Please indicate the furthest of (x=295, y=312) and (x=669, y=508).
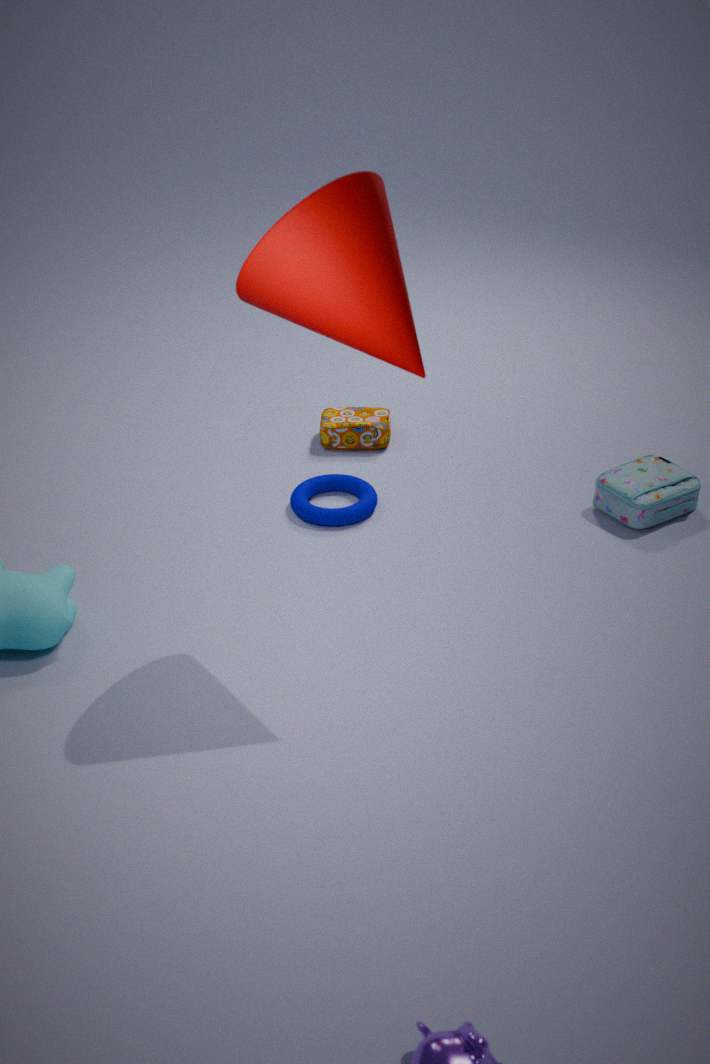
(x=669, y=508)
